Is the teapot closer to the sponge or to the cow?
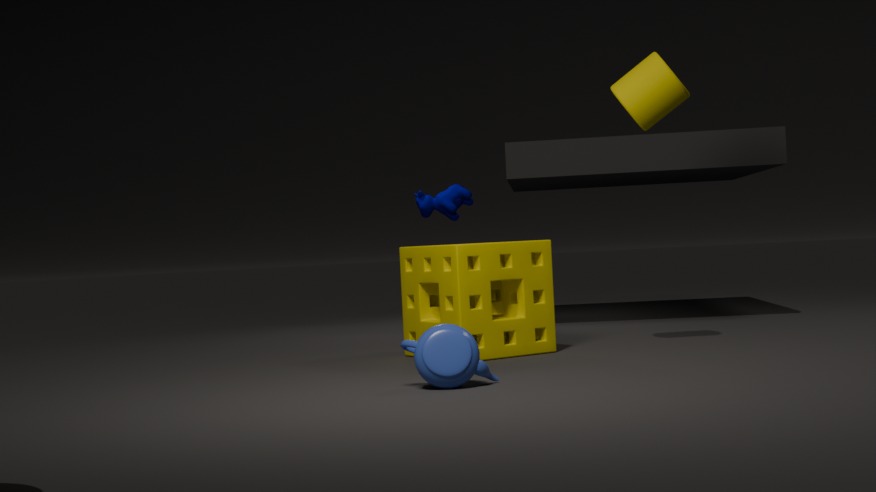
the sponge
